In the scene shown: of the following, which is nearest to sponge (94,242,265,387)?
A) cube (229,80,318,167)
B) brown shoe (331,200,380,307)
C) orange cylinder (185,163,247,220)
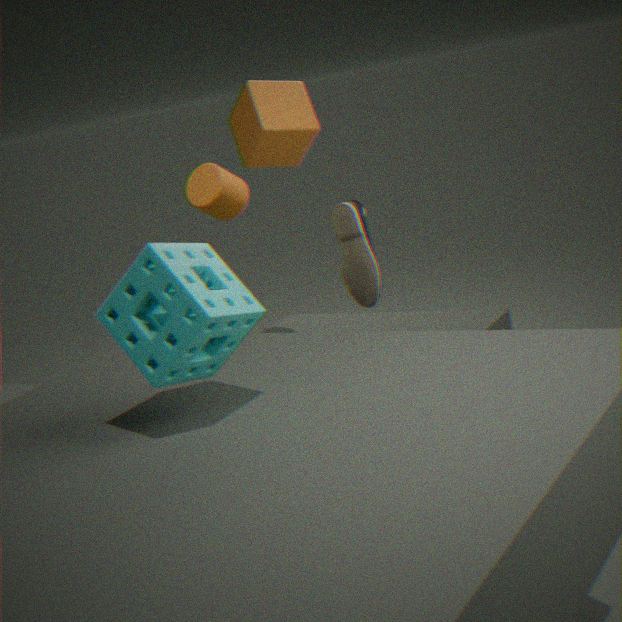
brown shoe (331,200,380,307)
